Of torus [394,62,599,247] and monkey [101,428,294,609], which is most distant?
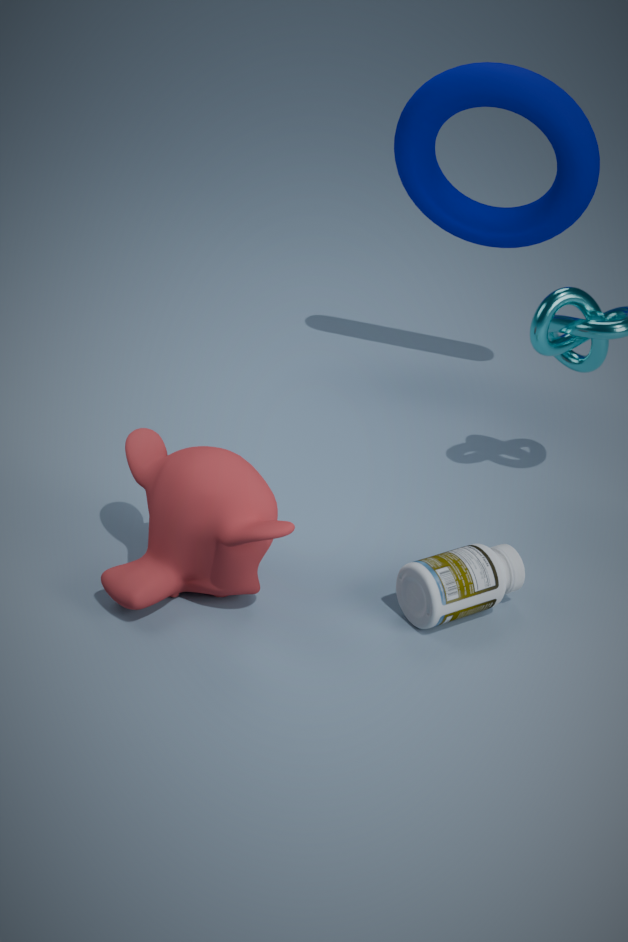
torus [394,62,599,247]
